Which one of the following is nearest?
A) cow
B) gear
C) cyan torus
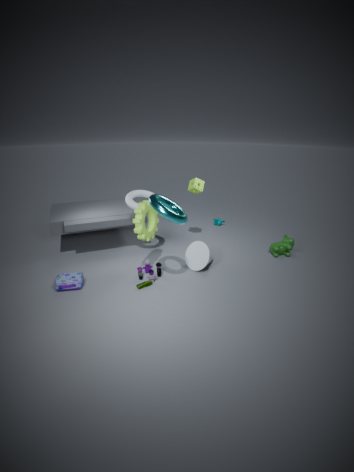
cyan torus
